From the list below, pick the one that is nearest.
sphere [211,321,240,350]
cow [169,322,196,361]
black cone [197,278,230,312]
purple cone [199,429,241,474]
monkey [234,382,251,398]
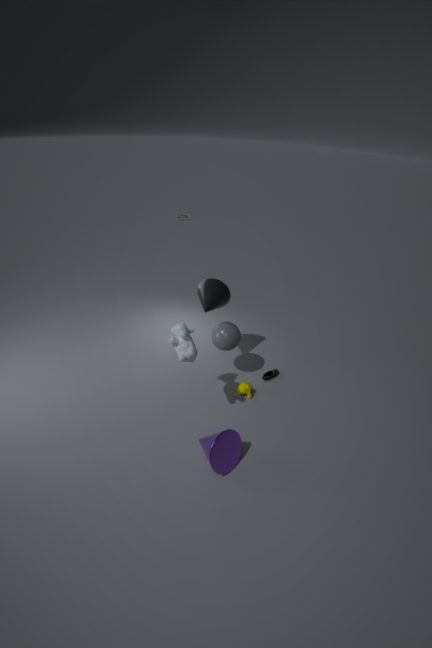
purple cone [199,429,241,474]
